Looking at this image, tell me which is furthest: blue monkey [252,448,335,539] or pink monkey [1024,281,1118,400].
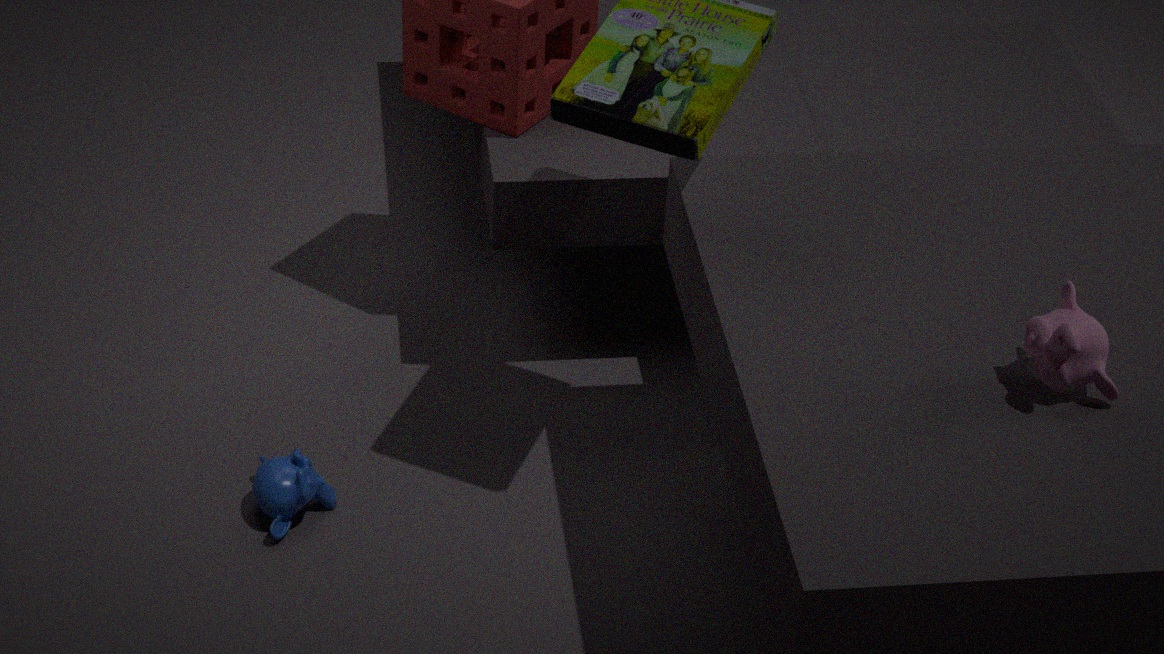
blue monkey [252,448,335,539]
